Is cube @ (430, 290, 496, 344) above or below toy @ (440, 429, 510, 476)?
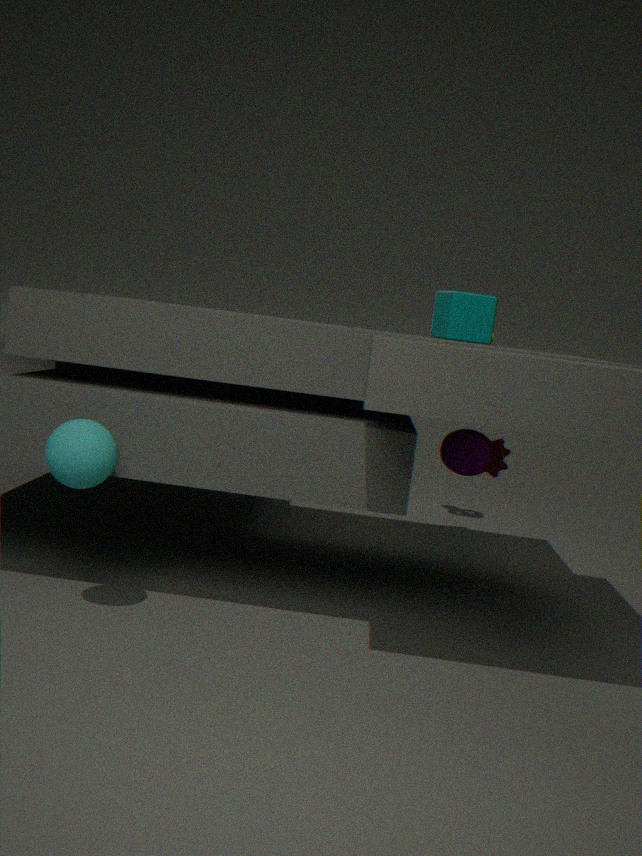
above
